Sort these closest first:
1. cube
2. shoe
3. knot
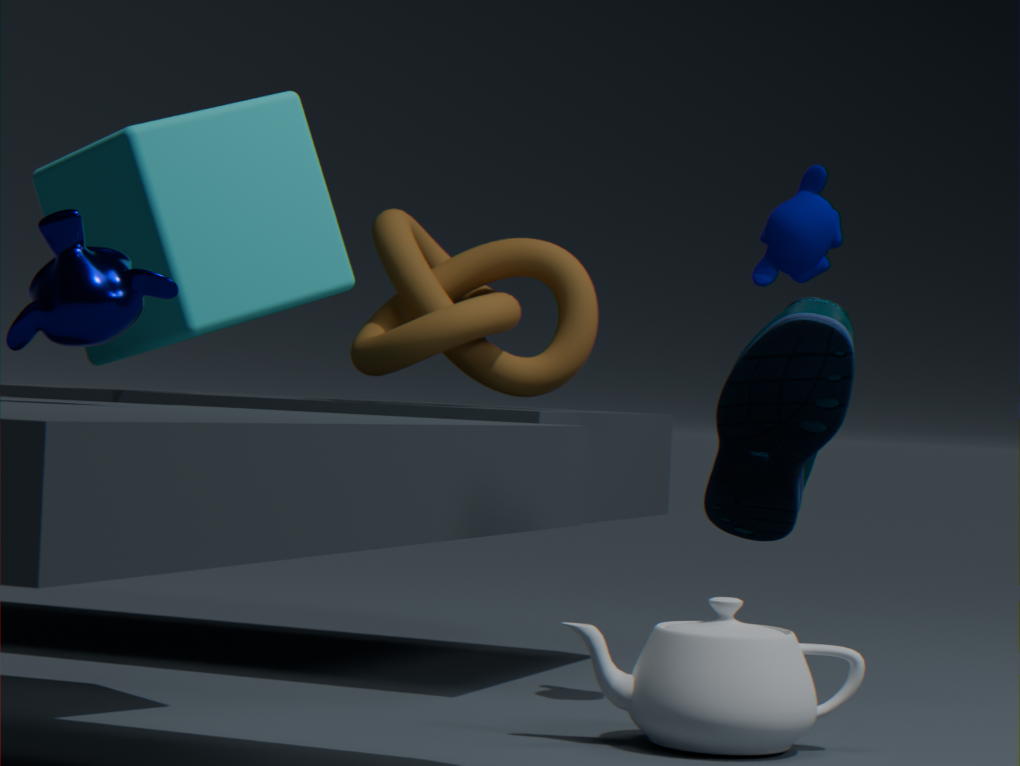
shoe
cube
knot
